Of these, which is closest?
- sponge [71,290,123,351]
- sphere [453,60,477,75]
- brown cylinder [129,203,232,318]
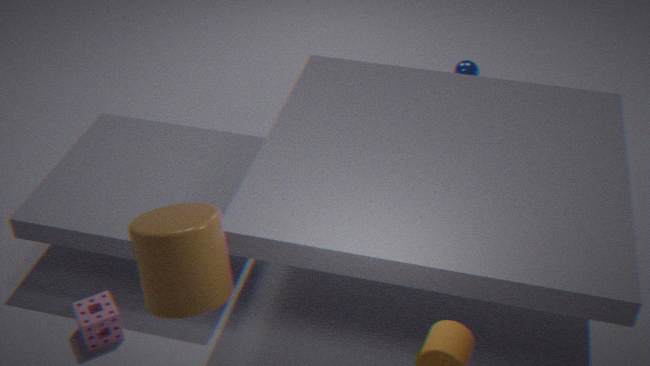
brown cylinder [129,203,232,318]
